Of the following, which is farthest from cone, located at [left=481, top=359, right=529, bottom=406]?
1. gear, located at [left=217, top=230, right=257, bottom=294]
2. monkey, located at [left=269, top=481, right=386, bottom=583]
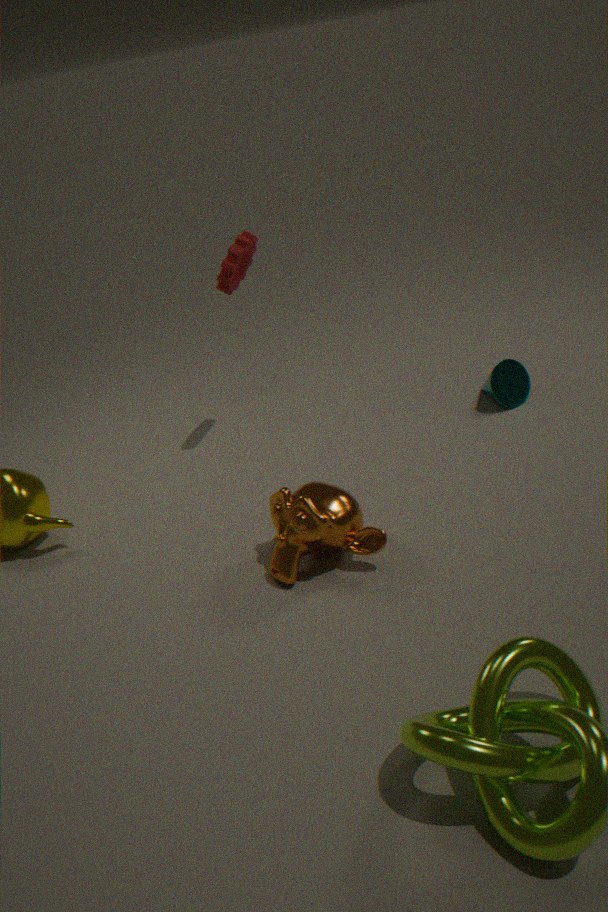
gear, located at [left=217, top=230, right=257, bottom=294]
